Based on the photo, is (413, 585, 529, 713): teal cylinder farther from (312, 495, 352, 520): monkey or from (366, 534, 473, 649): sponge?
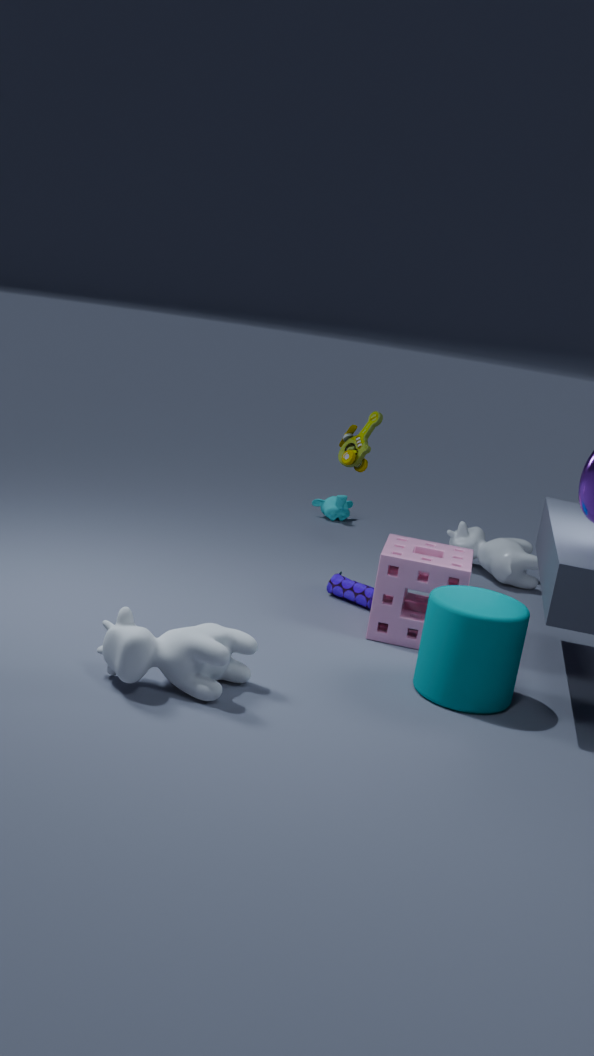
(312, 495, 352, 520): monkey
